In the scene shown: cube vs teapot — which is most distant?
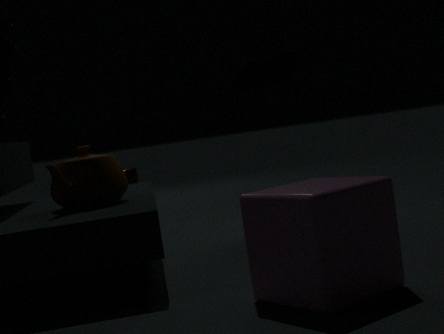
teapot
